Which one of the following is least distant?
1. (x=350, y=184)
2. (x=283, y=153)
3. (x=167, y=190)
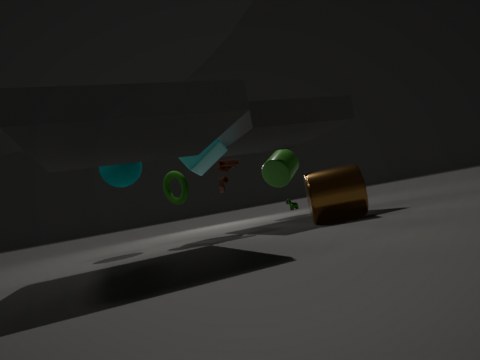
(x=350, y=184)
